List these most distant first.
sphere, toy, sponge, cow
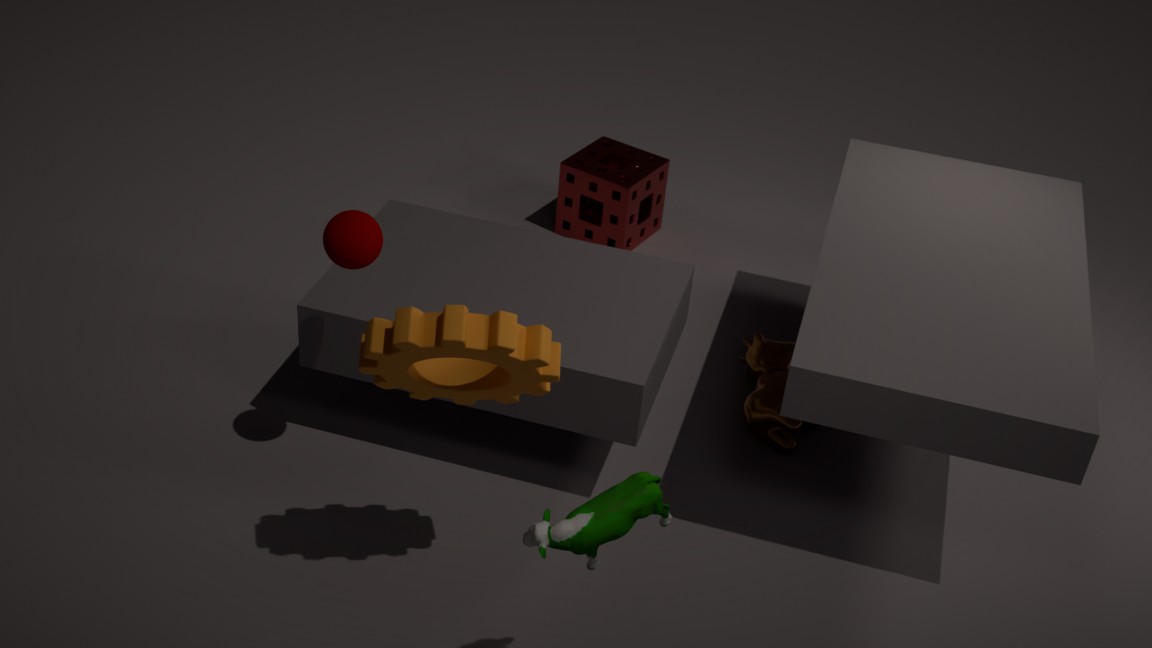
sponge, cow, sphere, toy
